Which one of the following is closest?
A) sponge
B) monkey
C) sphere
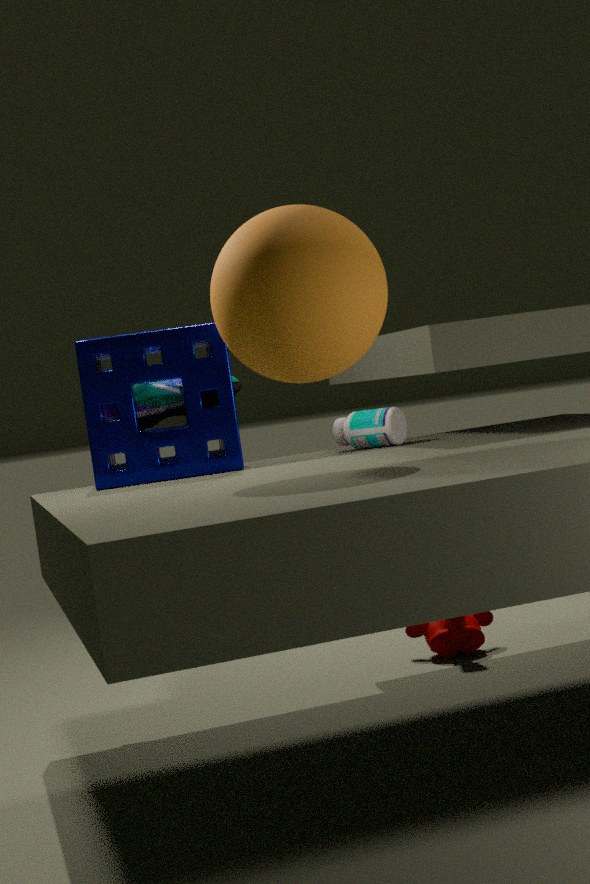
sphere
